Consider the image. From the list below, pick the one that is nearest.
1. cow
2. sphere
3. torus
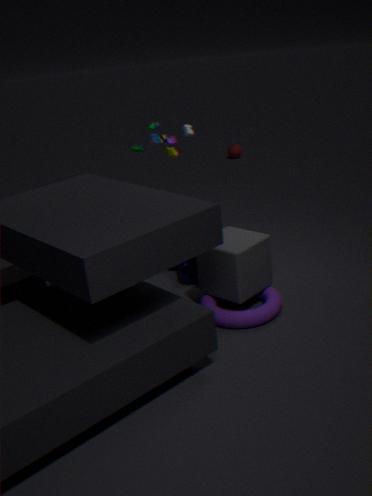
torus
